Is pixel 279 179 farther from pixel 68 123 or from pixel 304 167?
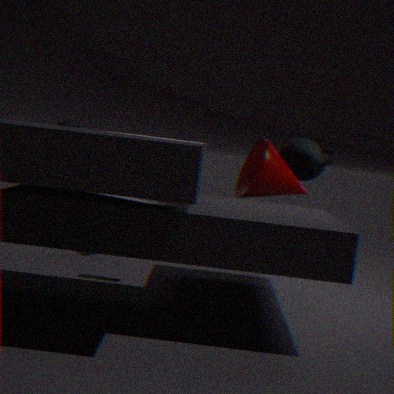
pixel 68 123
